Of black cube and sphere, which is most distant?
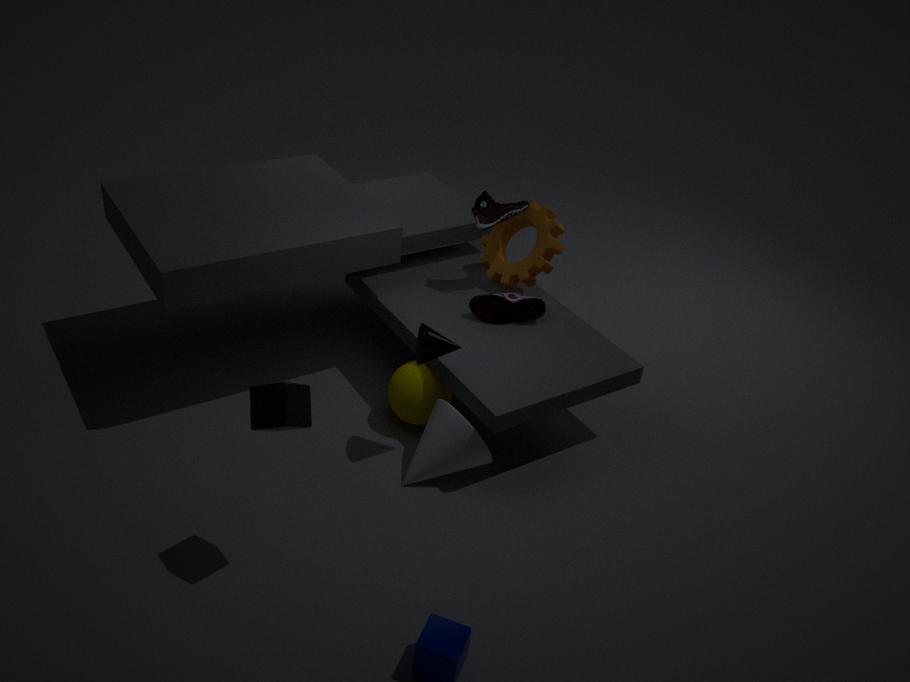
sphere
